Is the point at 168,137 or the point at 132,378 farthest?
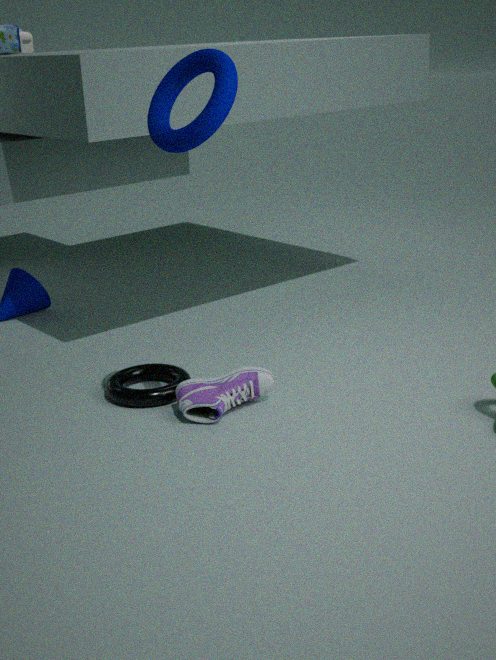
the point at 132,378
